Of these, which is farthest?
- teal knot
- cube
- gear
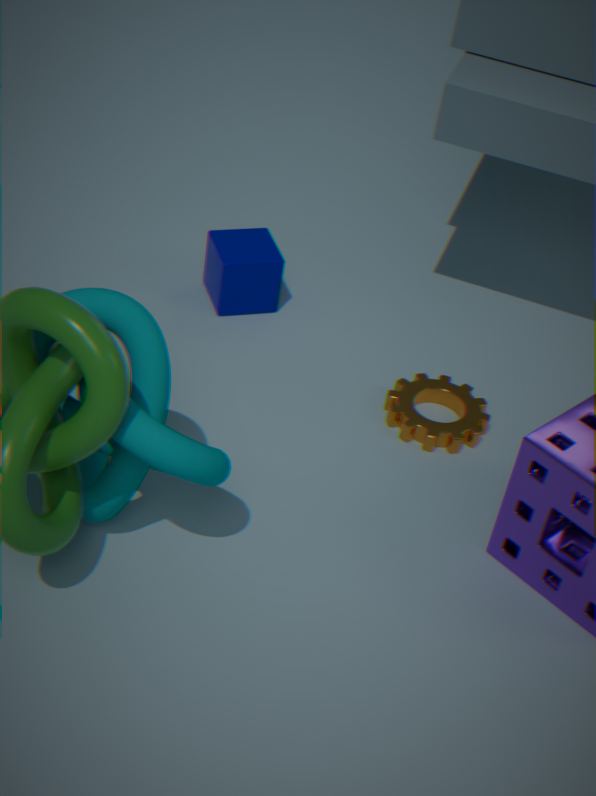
cube
